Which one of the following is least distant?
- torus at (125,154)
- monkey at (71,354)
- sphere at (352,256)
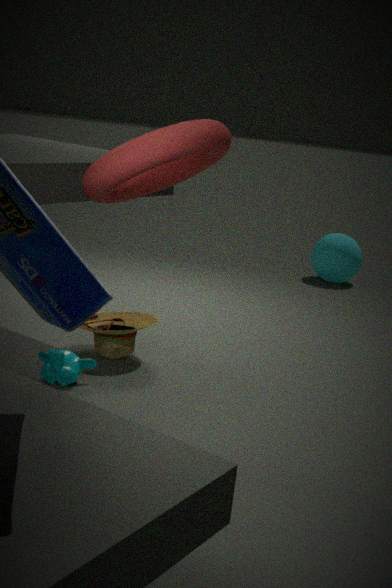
torus at (125,154)
